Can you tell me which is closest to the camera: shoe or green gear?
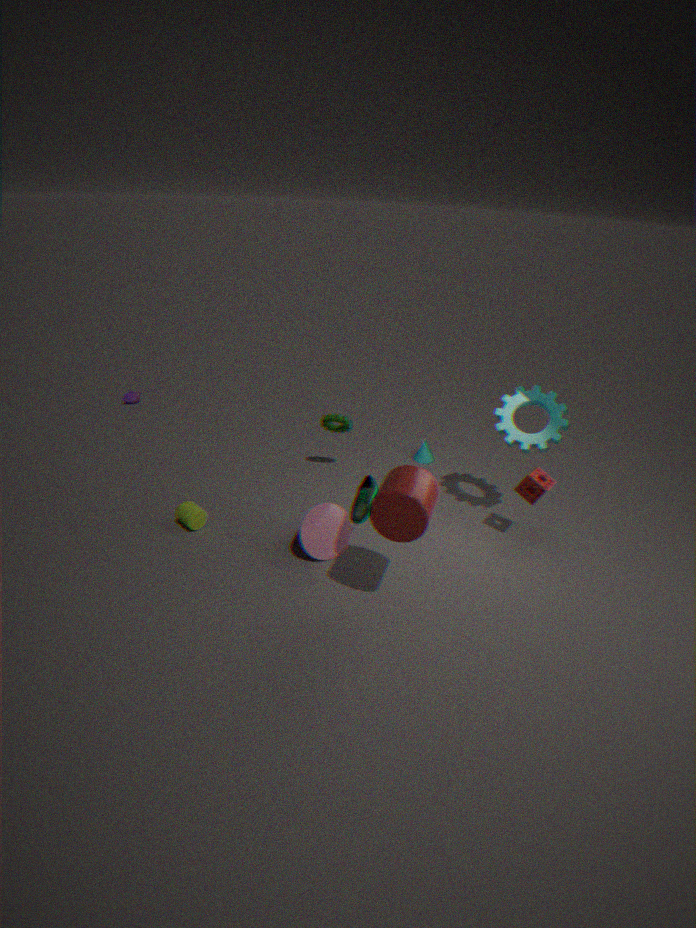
shoe
